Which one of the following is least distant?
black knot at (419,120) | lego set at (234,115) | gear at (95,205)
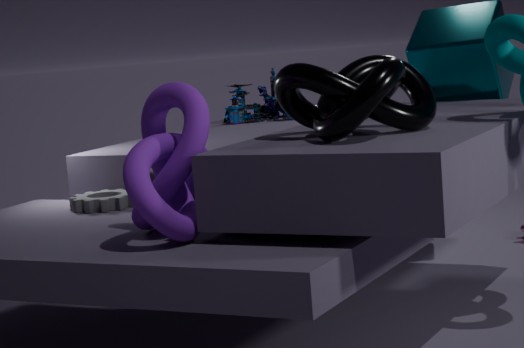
black knot at (419,120)
